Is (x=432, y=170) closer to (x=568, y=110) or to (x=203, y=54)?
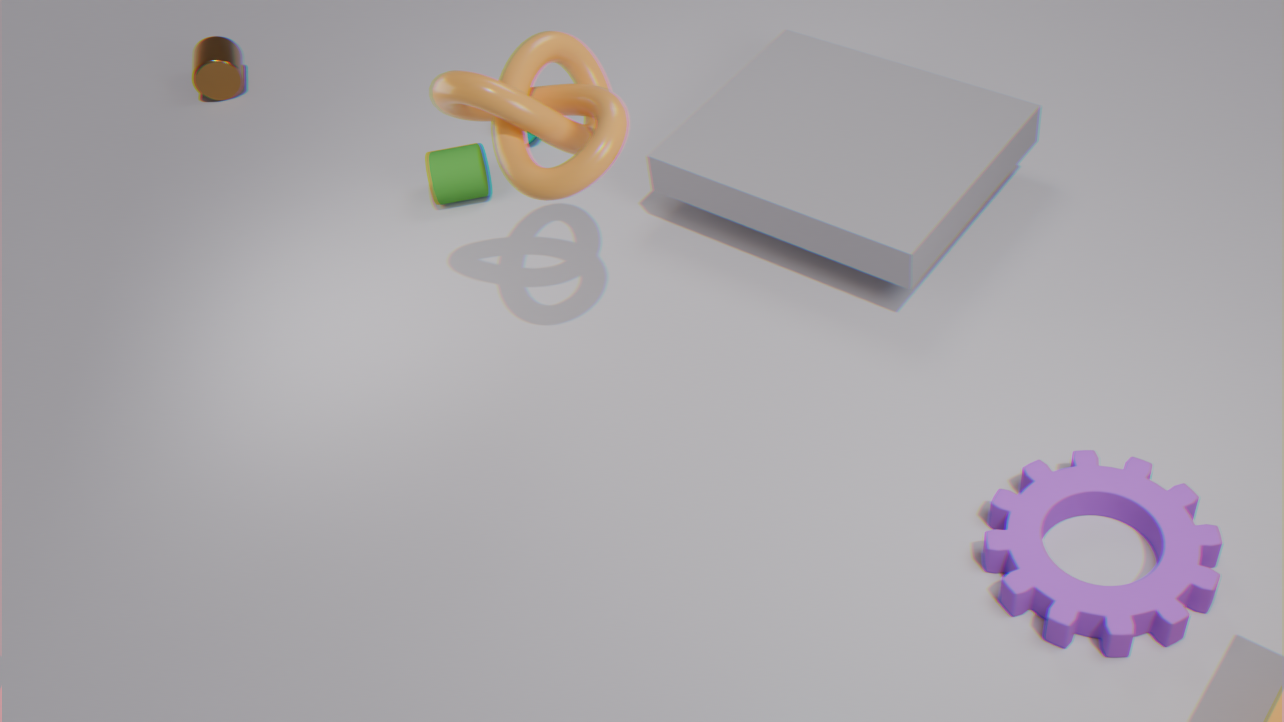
(x=568, y=110)
